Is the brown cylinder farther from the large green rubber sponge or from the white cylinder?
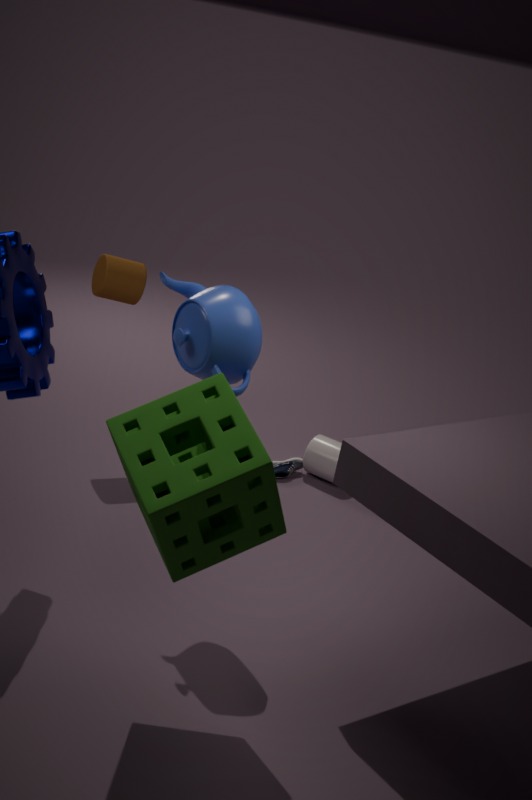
the large green rubber sponge
